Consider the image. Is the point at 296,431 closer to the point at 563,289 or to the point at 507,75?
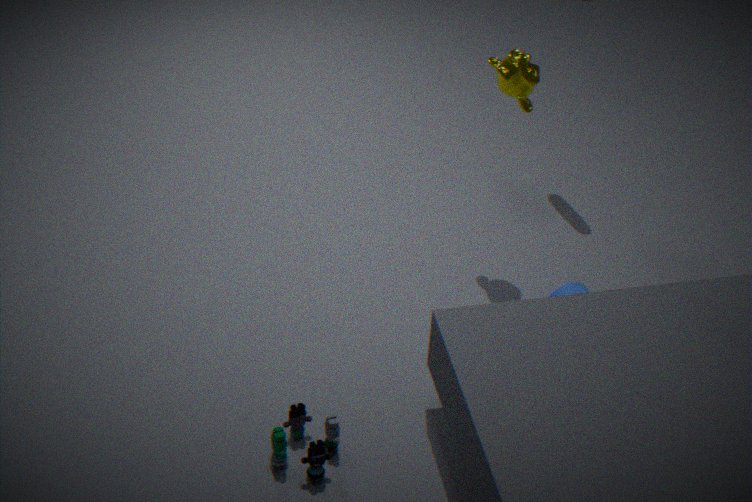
the point at 563,289
